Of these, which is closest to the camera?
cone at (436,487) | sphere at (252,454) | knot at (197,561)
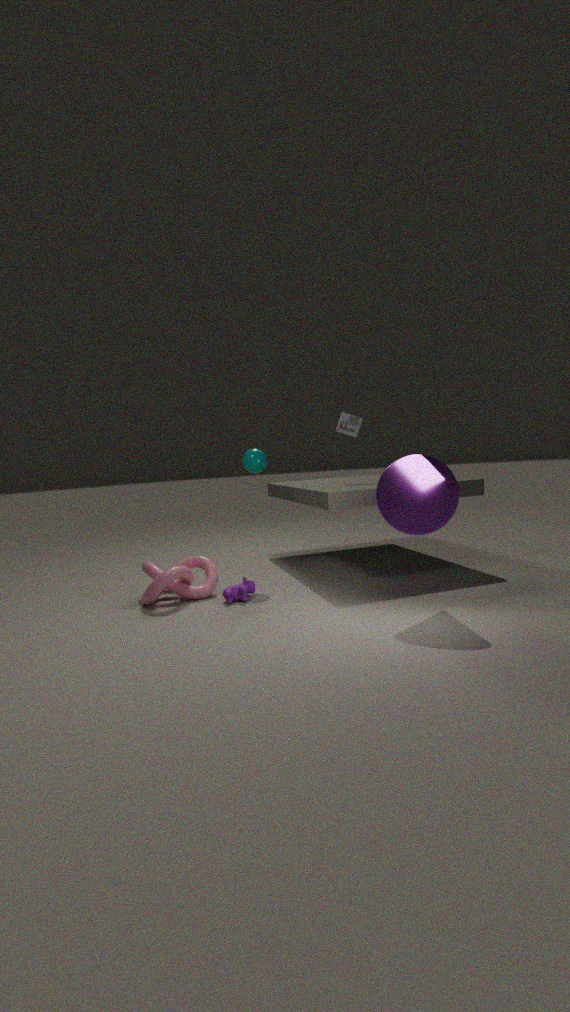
cone at (436,487)
